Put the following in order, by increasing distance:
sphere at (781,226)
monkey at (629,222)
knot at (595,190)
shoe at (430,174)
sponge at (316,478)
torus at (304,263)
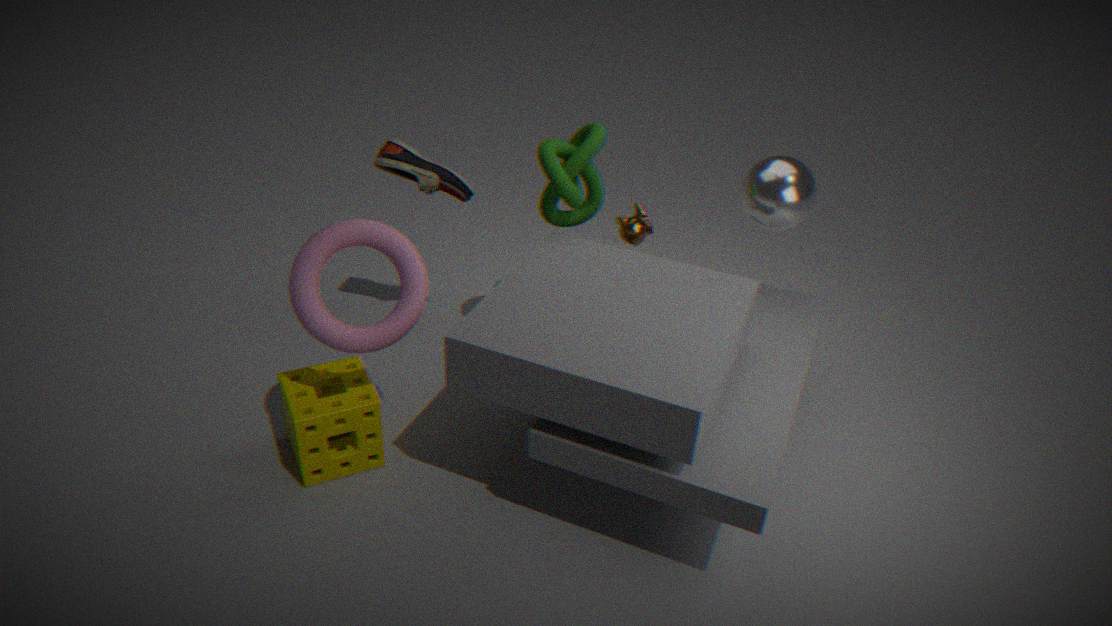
torus at (304,263) → sponge at (316,478) → knot at (595,190) → sphere at (781,226) → monkey at (629,222) → shoe at (430,174)
